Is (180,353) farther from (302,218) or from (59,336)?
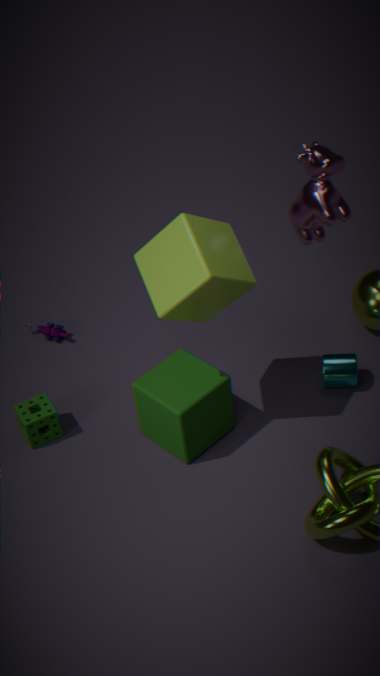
(302,218)
